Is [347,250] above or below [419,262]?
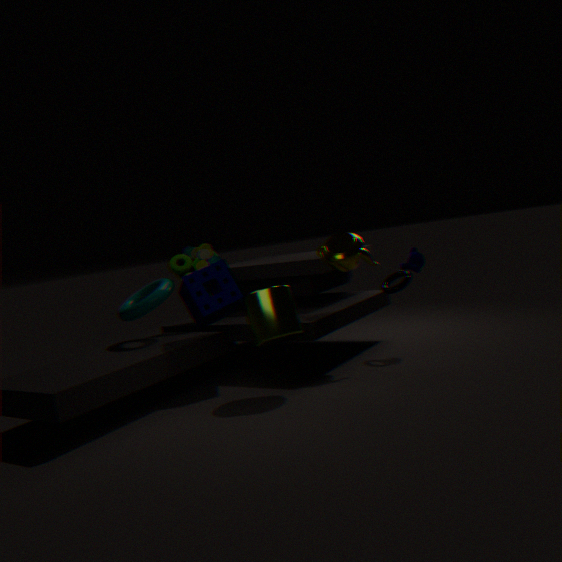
above
